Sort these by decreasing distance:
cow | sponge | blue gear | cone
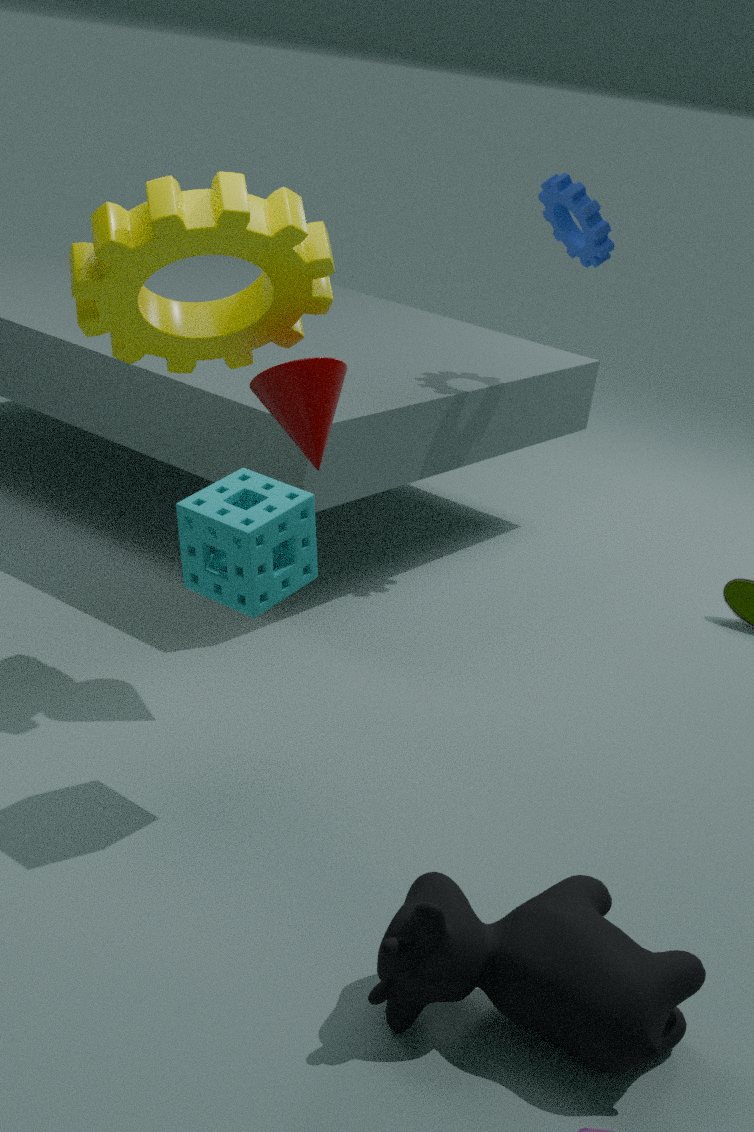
1. blue gear
2. cone
3. sponge
4. cow
